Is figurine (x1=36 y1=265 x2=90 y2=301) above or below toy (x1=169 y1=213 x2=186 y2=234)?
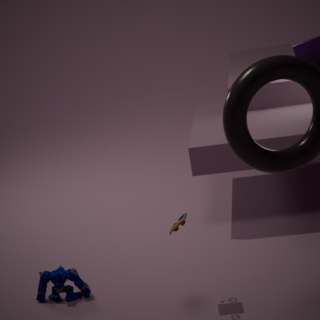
below
